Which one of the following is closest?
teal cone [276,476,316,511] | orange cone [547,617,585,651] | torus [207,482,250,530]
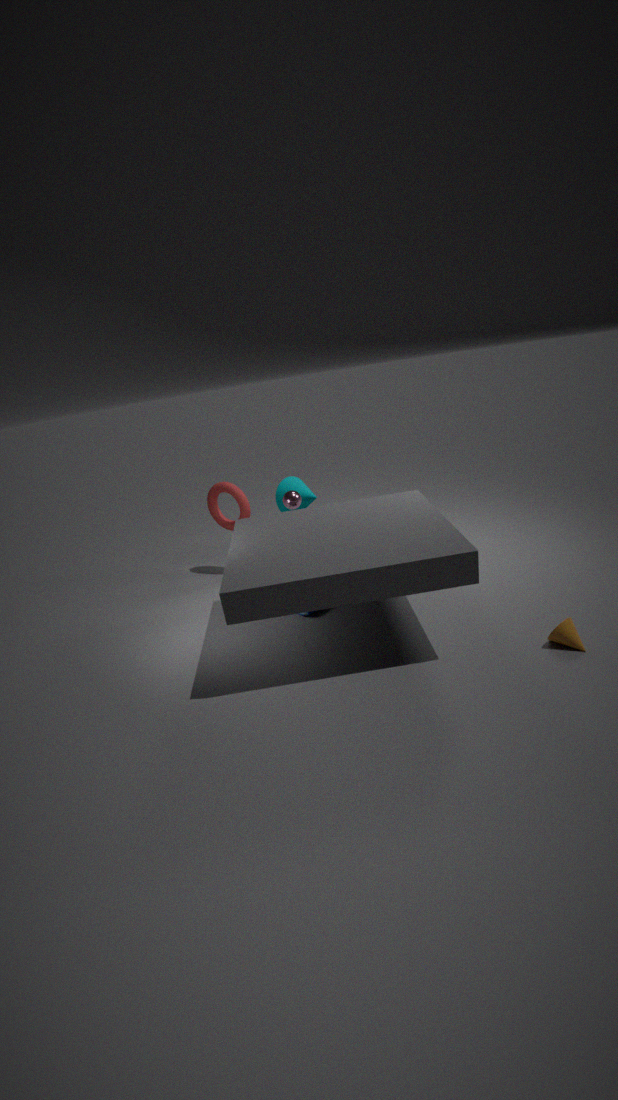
orange cone [547,617,585,651]
